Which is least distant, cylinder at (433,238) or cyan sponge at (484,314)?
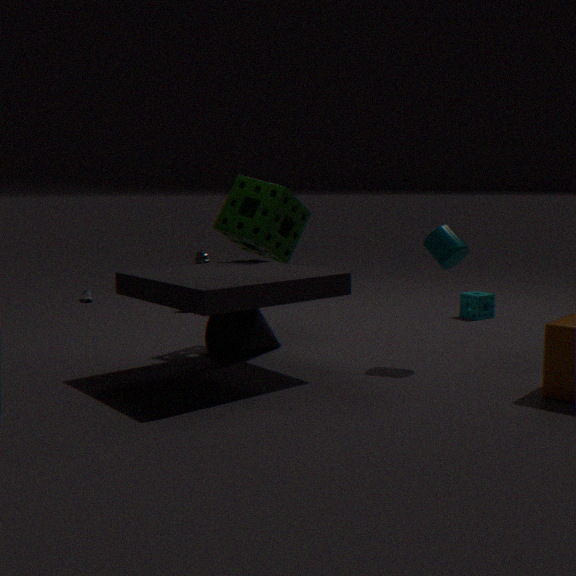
cylinder at (433,238)
